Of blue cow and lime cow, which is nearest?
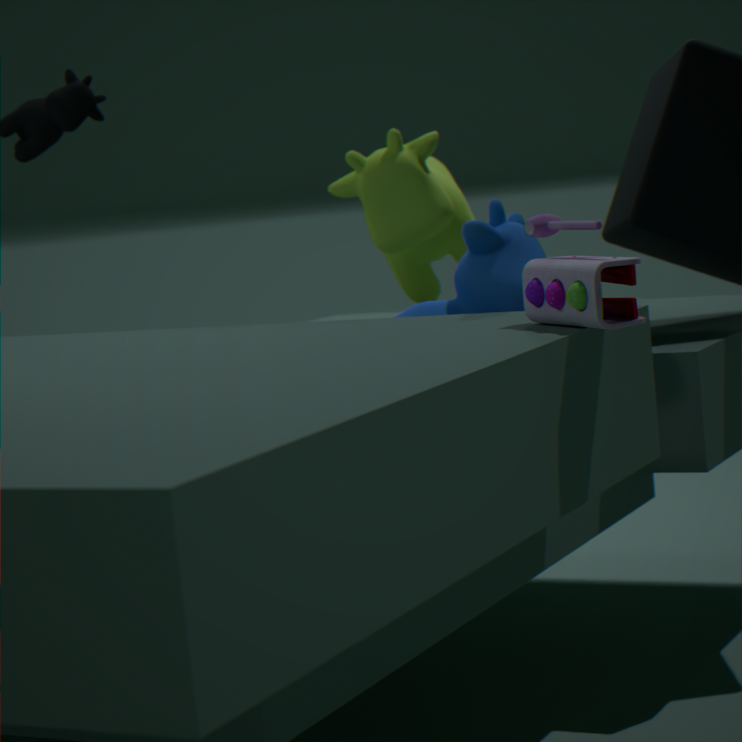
blue cow
